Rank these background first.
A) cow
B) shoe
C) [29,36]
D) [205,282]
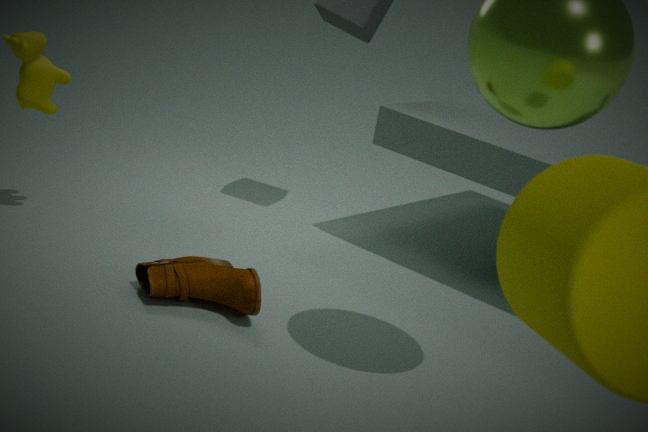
[29,36]
[205,282]
cow
shoe
